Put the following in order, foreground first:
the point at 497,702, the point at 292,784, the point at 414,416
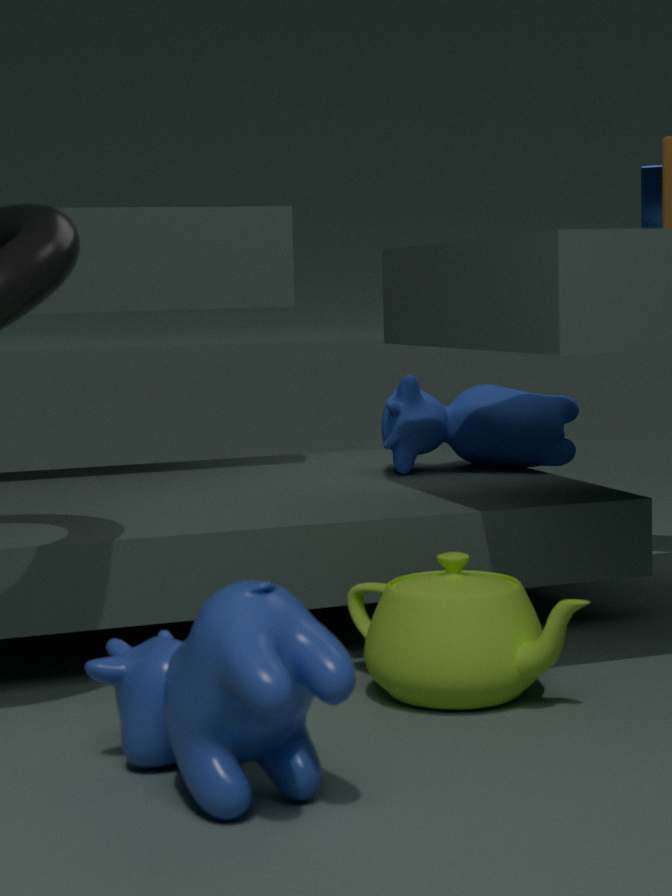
the point at 292,784, the point at 497,702, the point at 414,416
